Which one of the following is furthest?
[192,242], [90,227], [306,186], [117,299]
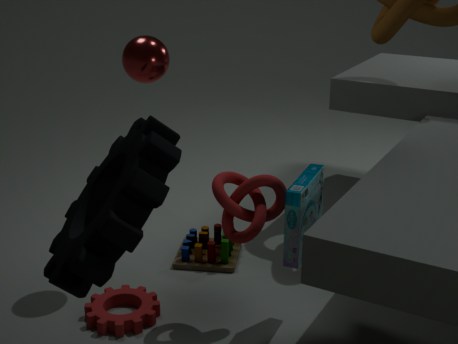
[192,242]
